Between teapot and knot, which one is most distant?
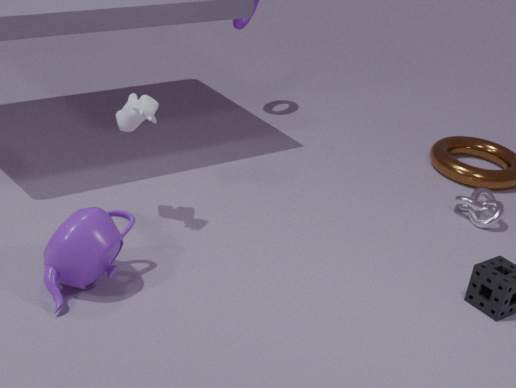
knot
